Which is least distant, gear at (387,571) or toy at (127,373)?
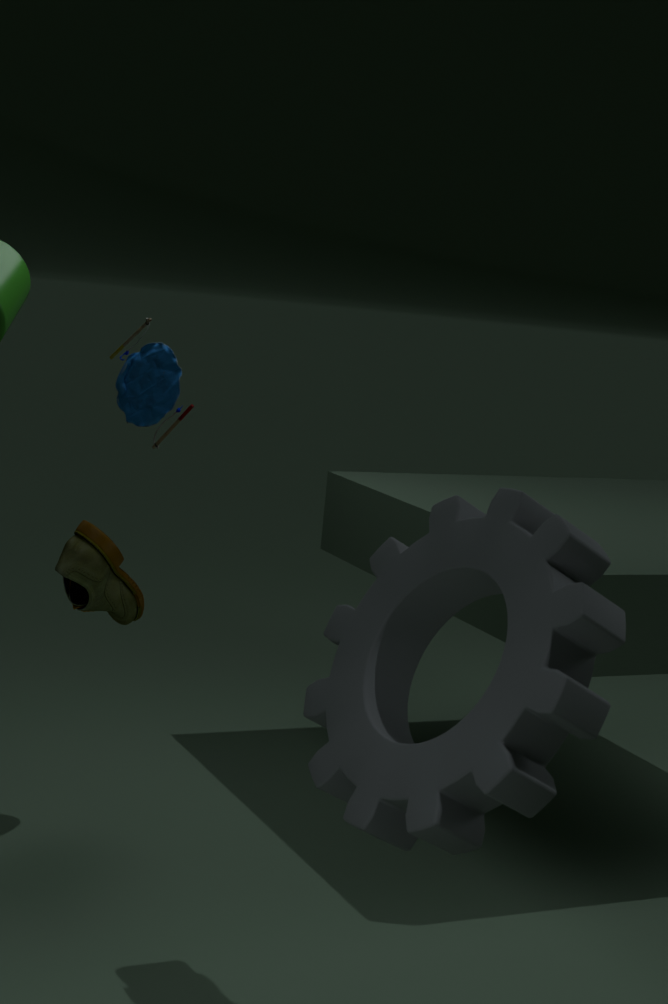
gear at (387,571)
